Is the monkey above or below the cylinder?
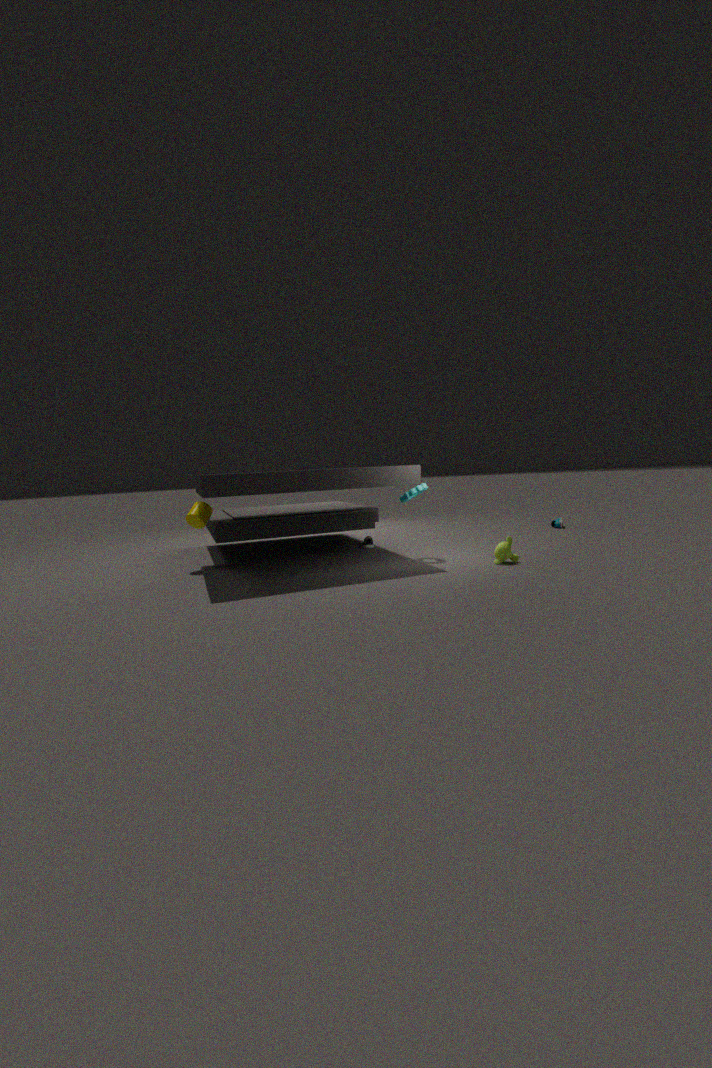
below
